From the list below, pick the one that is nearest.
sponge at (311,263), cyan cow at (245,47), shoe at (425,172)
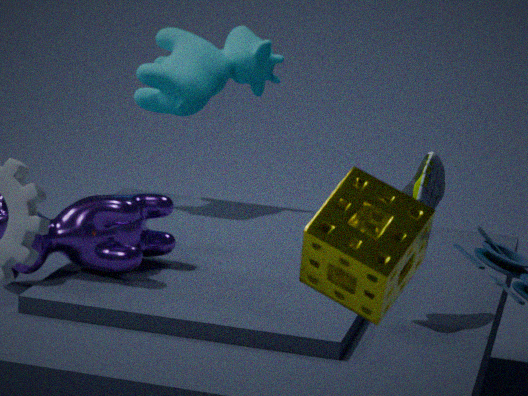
sponge at (311,263)
